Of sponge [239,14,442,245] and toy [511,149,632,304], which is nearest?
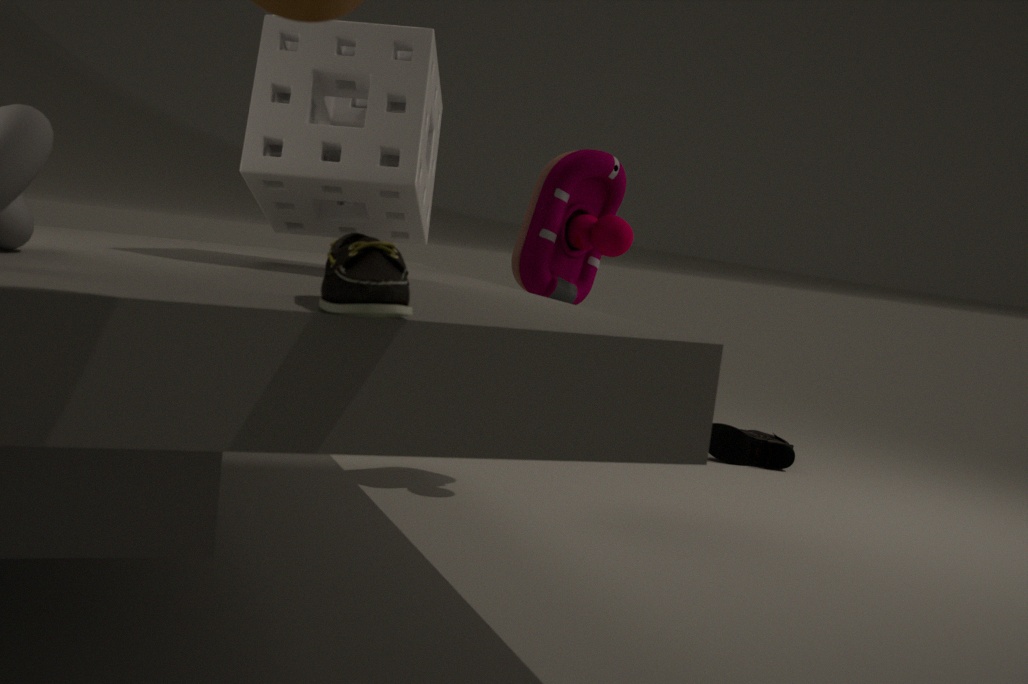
sponge [239,14,442,245]
